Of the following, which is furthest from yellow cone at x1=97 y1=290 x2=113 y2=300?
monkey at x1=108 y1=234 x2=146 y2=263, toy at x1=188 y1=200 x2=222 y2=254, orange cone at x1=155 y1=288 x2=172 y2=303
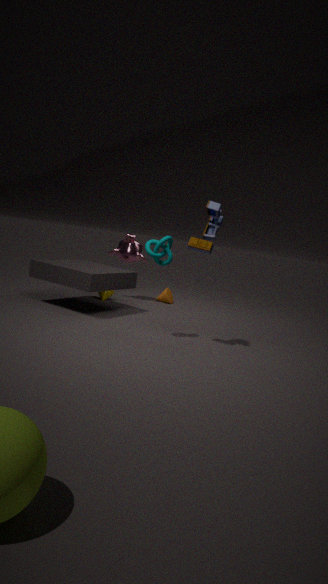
toy at x1=188 y1=200 x2=222 y2=254
